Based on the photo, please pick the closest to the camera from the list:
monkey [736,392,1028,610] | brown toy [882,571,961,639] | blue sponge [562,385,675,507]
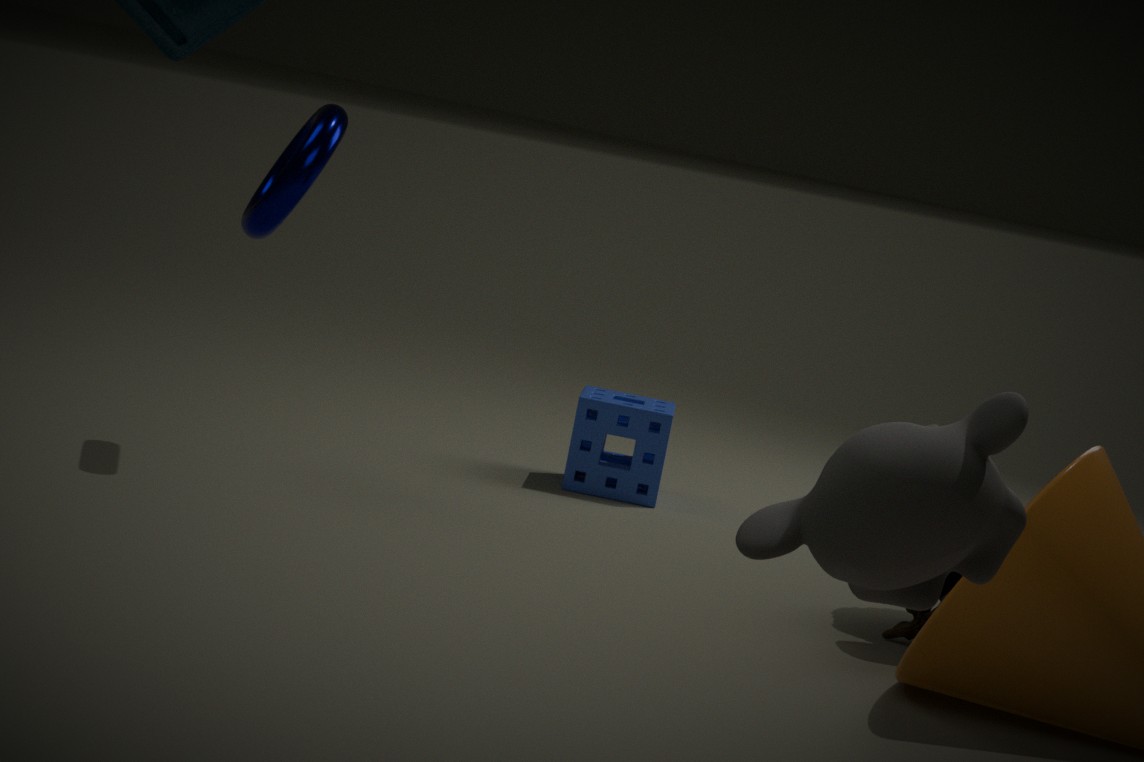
monkey [736,392,1028,610]
